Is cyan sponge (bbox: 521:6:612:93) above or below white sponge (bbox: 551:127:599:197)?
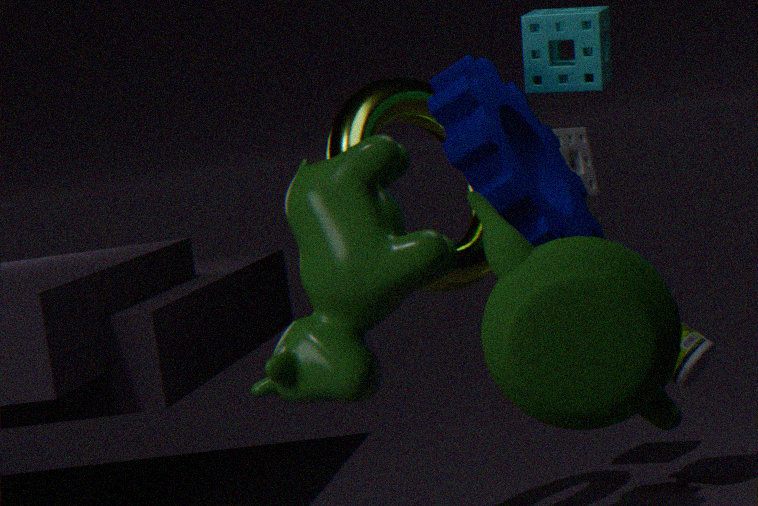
above
